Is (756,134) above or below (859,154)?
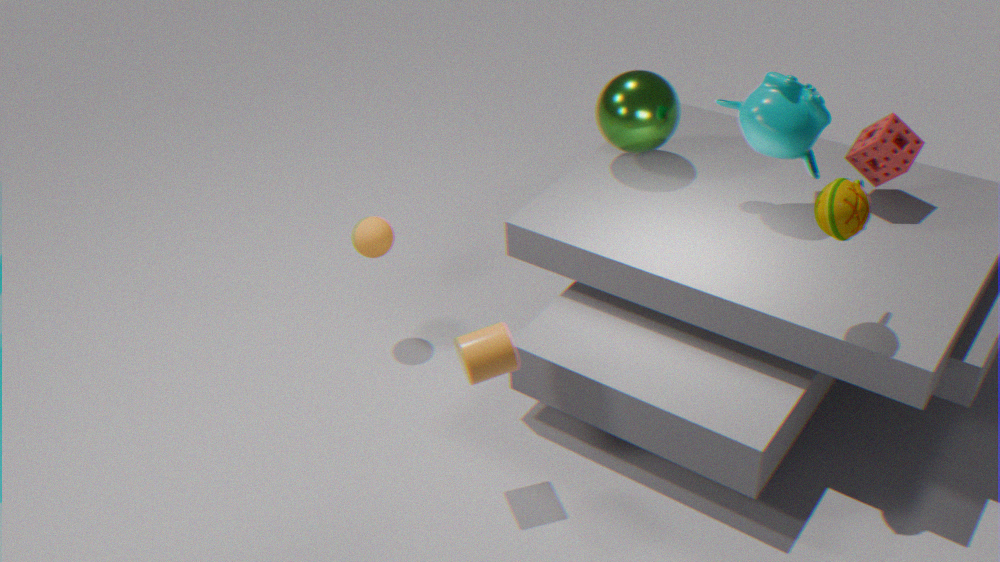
above
